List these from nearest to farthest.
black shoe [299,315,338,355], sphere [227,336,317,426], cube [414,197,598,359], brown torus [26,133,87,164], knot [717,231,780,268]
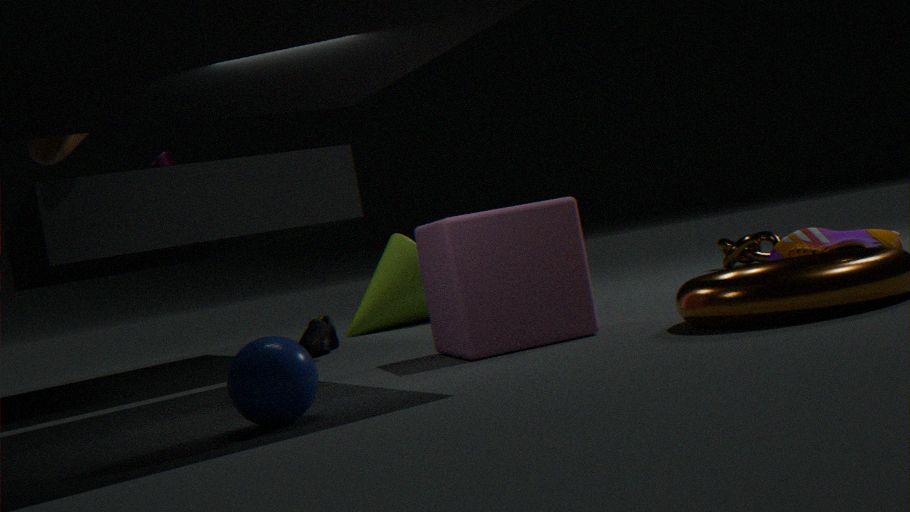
sphere [227,336,317,426] < cube [414,197,598,359] < brown torus [26,133,87,164] < black shoe [299,315,338,355] < knot [717,231,780,268]
